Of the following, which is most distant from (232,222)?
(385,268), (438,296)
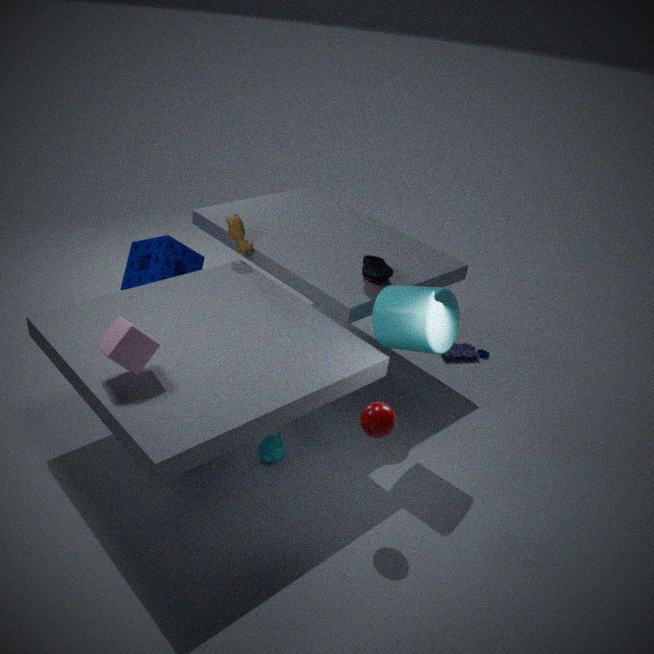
(438,296)
